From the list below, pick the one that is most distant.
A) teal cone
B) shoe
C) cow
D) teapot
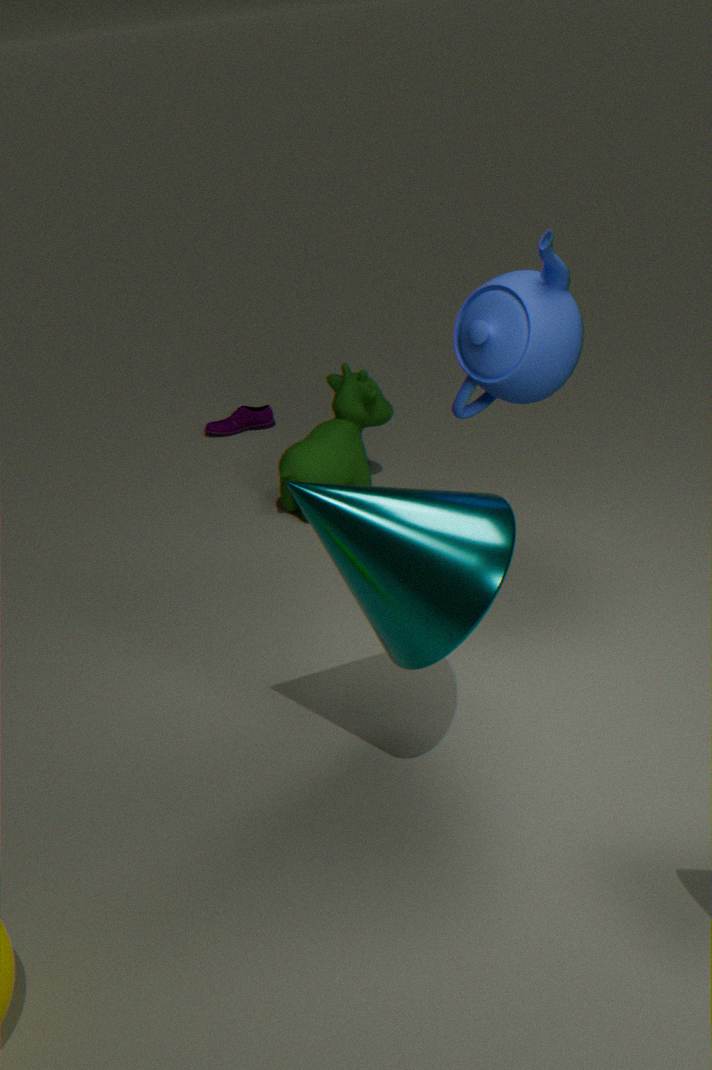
shoe
